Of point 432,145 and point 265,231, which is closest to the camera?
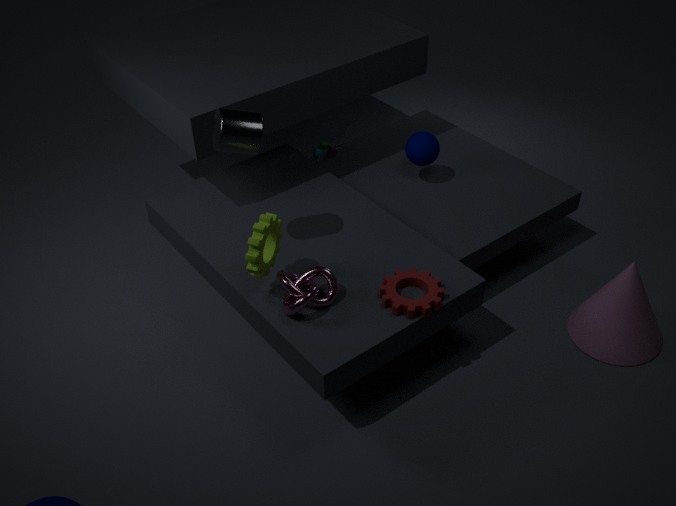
point 265,231
